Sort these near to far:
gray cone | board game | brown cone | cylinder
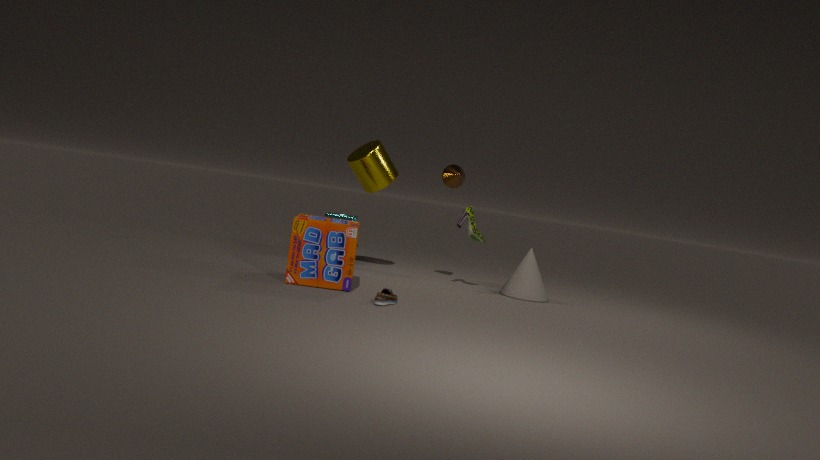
board game
gray cone
brown cone
cylinder
